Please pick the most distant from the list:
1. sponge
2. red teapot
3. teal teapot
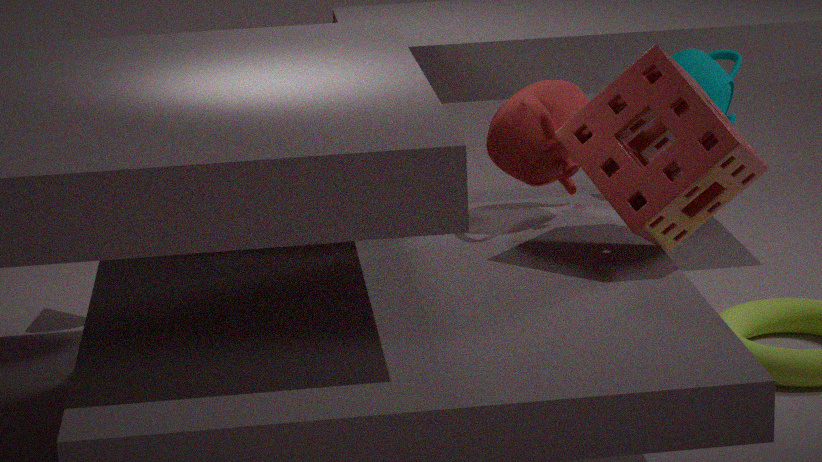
teal teapot
